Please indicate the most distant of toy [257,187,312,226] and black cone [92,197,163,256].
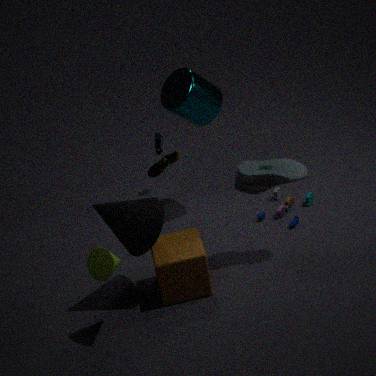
toy [257,187,312,226]
